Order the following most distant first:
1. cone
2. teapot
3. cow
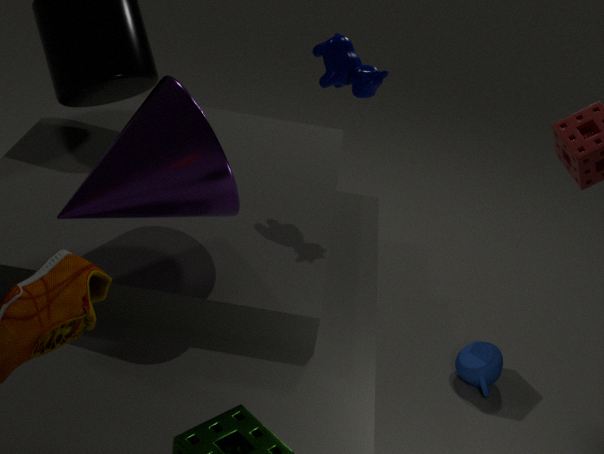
teapot, cow, cone
